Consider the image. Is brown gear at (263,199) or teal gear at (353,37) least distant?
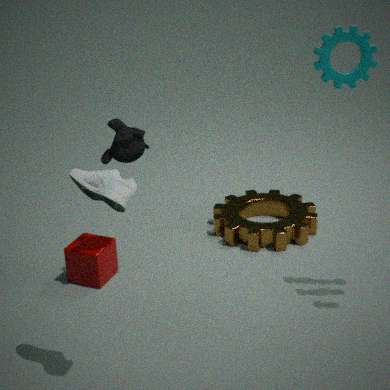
teal gear at (353,37)
